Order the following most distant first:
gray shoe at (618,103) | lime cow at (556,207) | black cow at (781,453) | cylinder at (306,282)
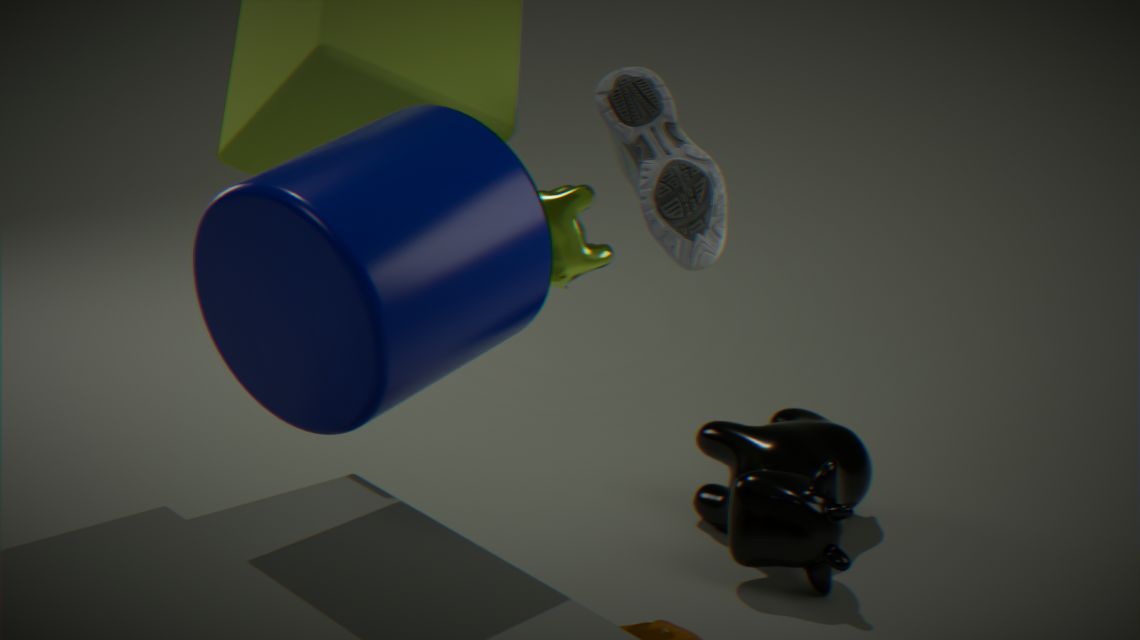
black cow at (781,453), lime cow at (556,207), gray shoe at (618,103), cylinder at (306,282)
